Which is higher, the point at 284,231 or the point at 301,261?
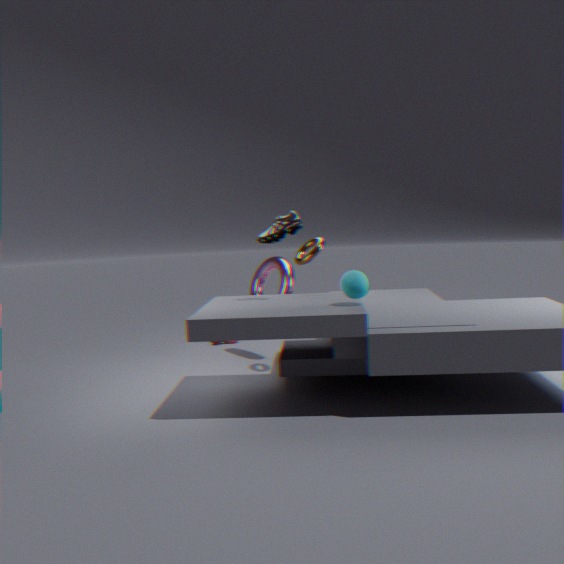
the point at 284,231
